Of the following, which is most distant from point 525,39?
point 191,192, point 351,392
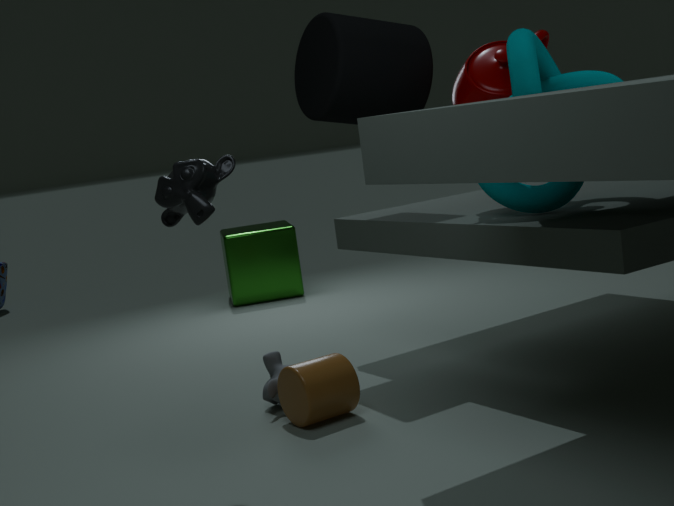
point 191,192
